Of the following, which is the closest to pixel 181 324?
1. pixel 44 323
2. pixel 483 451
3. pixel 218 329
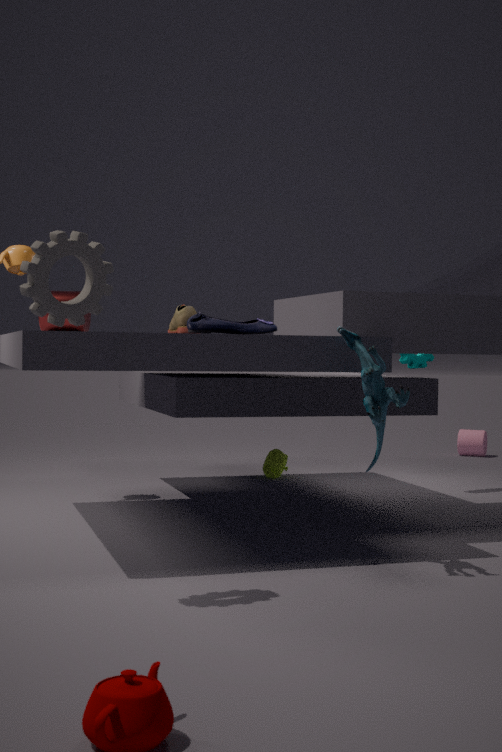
pixel 44 323
